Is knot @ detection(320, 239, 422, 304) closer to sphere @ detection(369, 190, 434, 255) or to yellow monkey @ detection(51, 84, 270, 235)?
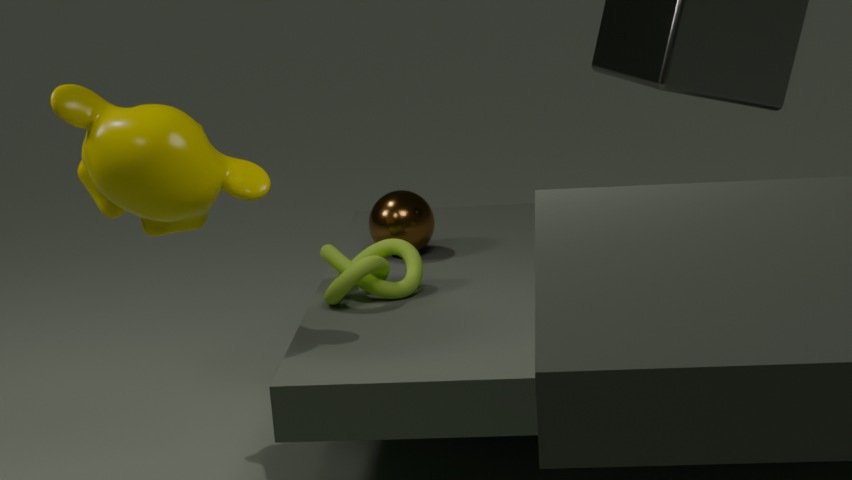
sphere @ detection(369, 190, 434, 255)
